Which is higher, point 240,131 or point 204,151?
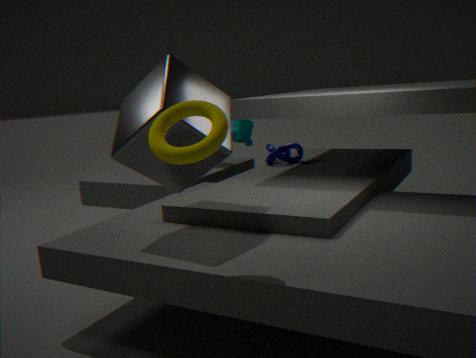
point 204,151
